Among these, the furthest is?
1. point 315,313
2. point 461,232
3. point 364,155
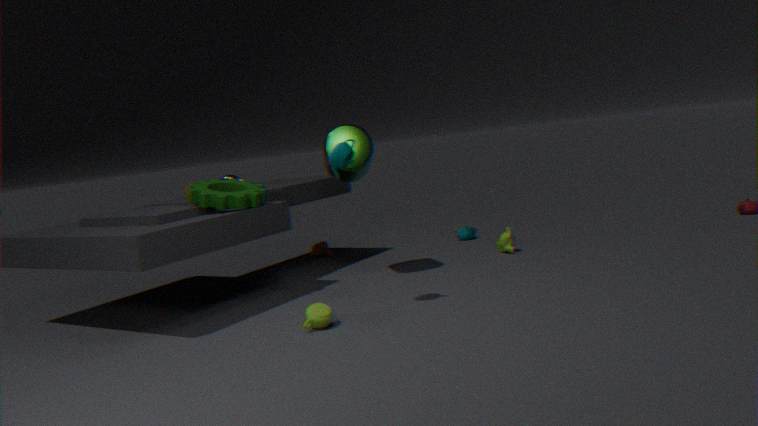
point 461,232
